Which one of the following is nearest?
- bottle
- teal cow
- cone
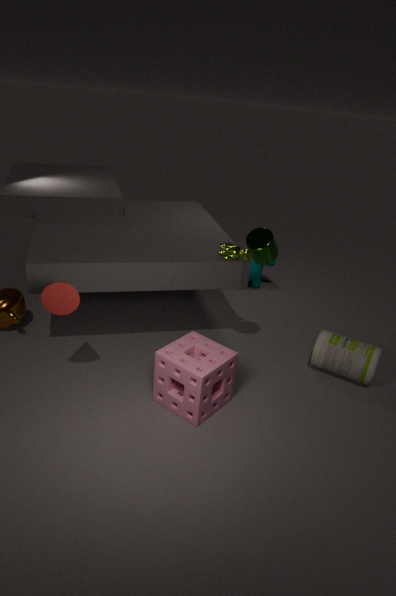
cone
